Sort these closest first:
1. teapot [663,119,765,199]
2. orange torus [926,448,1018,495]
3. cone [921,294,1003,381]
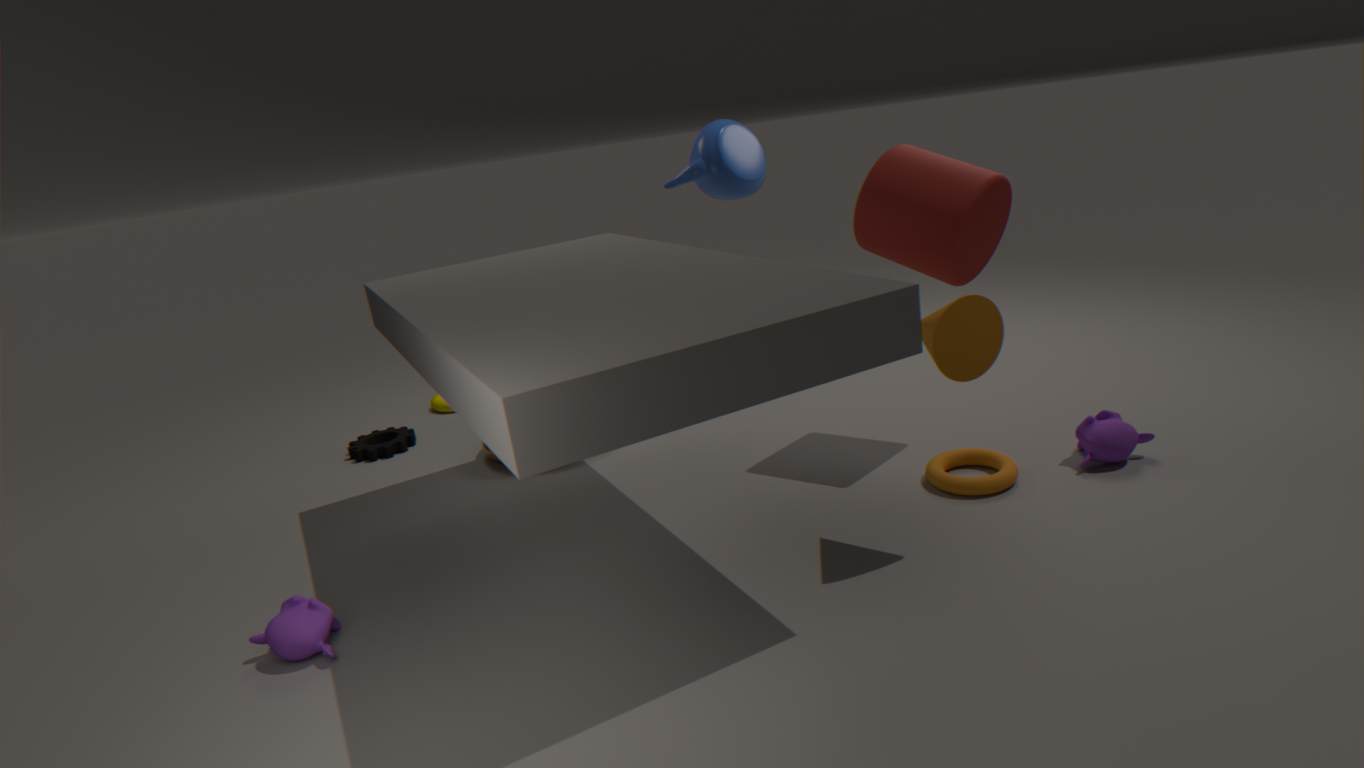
cone [921,294,1003,381], orange torus [926,448,1018,495], teapot [663,119,765,199]
